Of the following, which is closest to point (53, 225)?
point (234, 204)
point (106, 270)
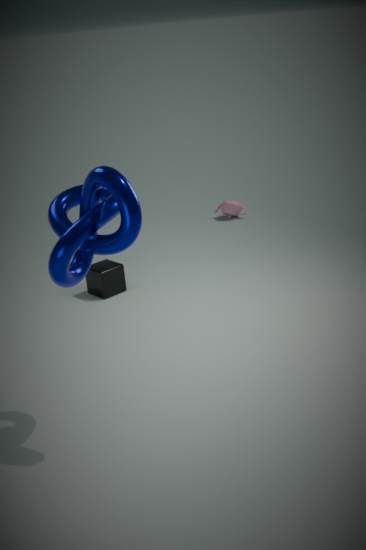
point (106, 270)
